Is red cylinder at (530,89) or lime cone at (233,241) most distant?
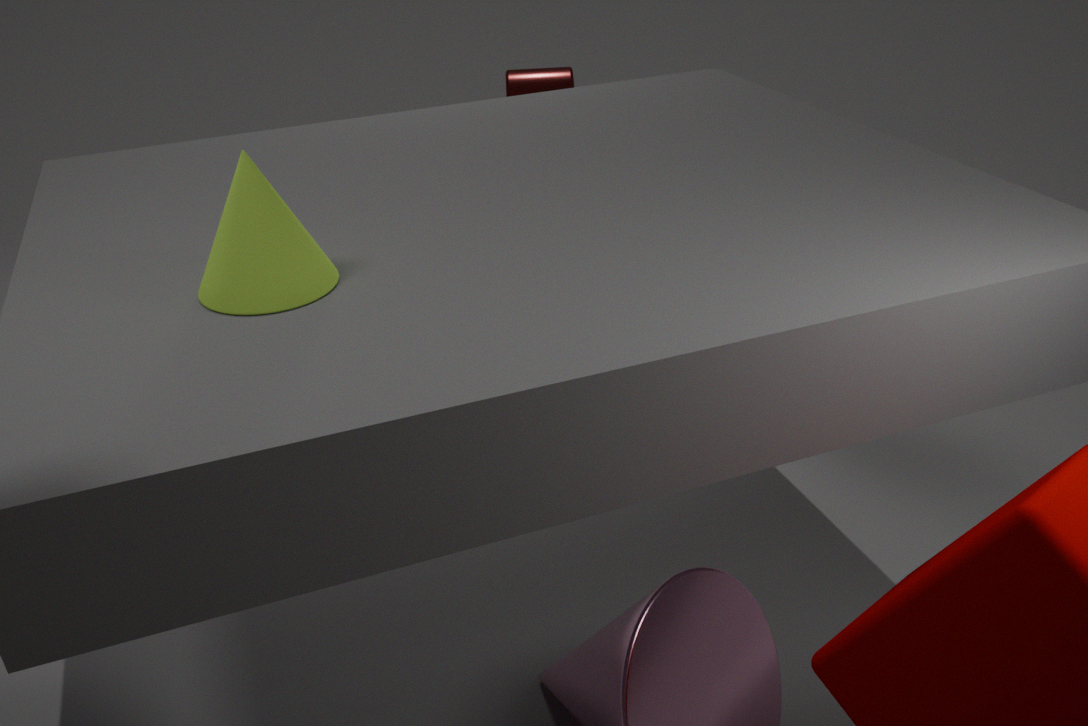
red cylinder at (530,89)
